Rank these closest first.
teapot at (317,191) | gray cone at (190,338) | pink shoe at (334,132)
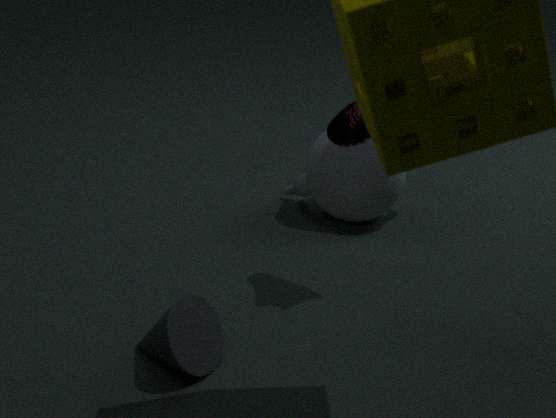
1. gray cone at (190,338)
2. pink shoe at (334,132)
3. teapot at (317,191)
